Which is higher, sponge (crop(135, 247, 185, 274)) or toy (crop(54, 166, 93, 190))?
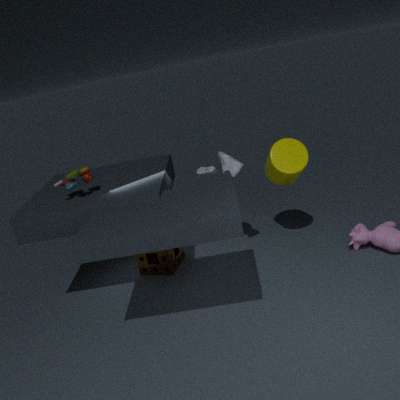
toy (crop(54, 166, 93, 190))
